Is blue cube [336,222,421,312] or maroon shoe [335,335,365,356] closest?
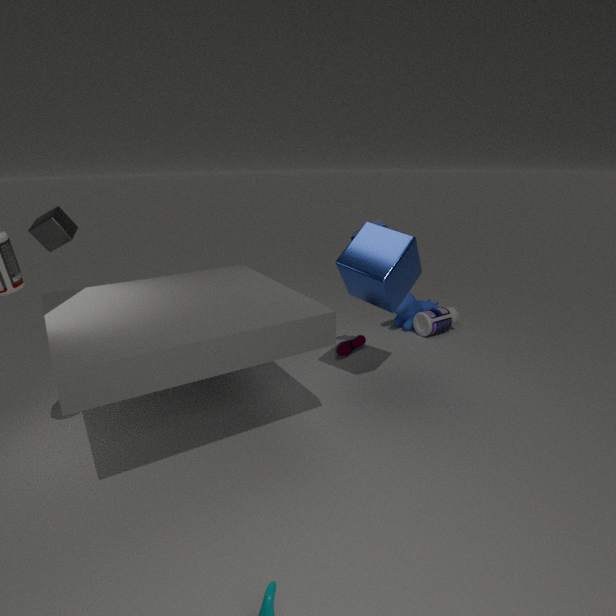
blue cube [336,222,421,312]
